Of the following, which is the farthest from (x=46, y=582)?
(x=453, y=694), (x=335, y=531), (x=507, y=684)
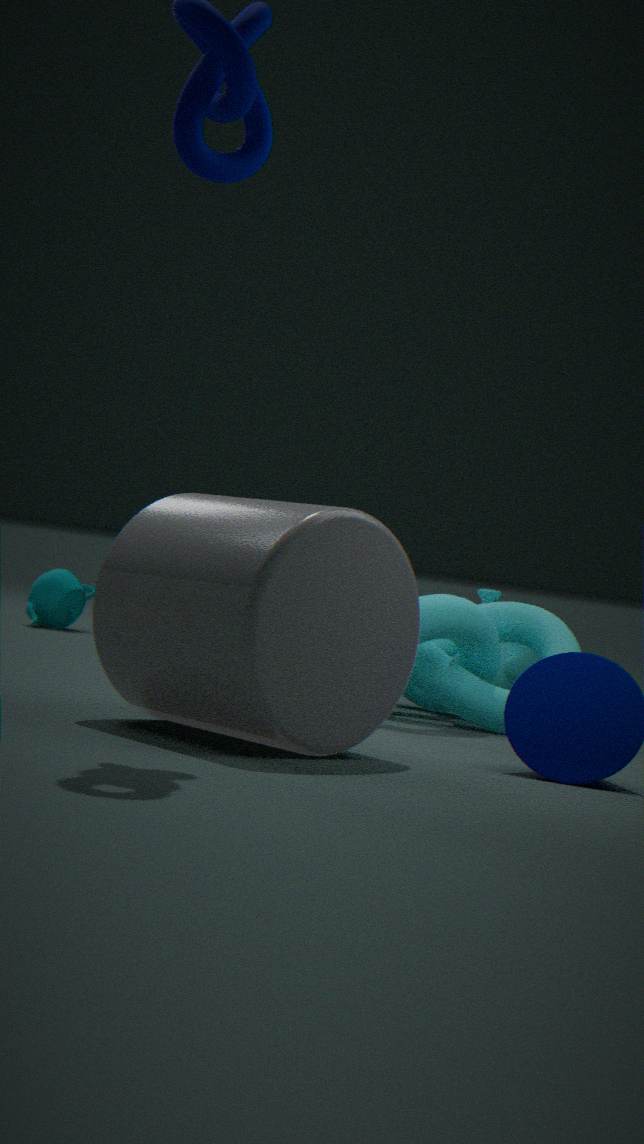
(x=335, y=531)
